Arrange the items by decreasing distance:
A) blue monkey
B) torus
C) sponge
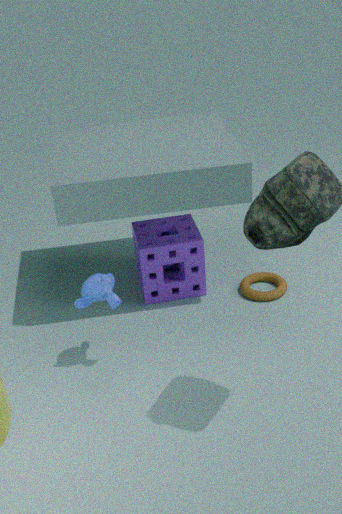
torus, sponge, blue monkey
